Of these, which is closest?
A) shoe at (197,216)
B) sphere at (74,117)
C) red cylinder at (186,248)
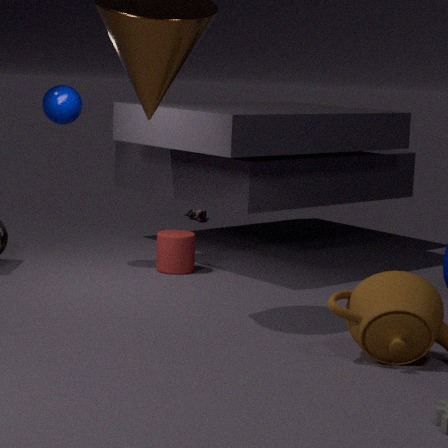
sphere at (74,117)
